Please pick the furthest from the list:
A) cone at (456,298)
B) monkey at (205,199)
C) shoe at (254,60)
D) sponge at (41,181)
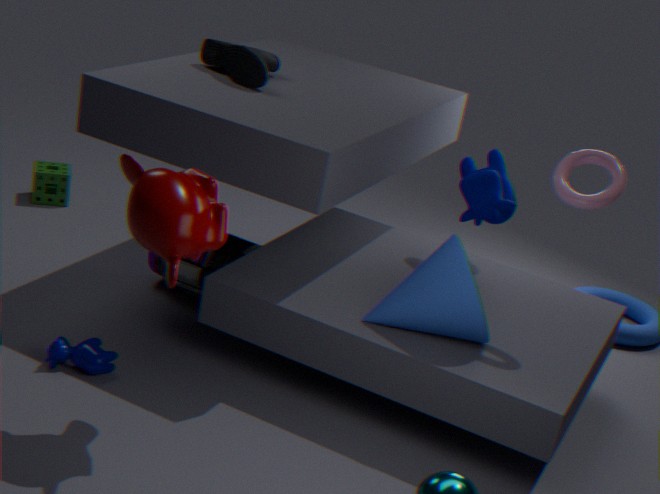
sponge at (41,181)
